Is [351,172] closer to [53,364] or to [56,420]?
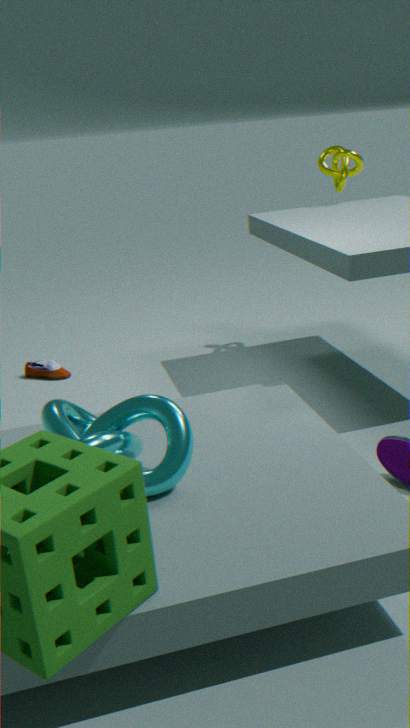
[53,364]
